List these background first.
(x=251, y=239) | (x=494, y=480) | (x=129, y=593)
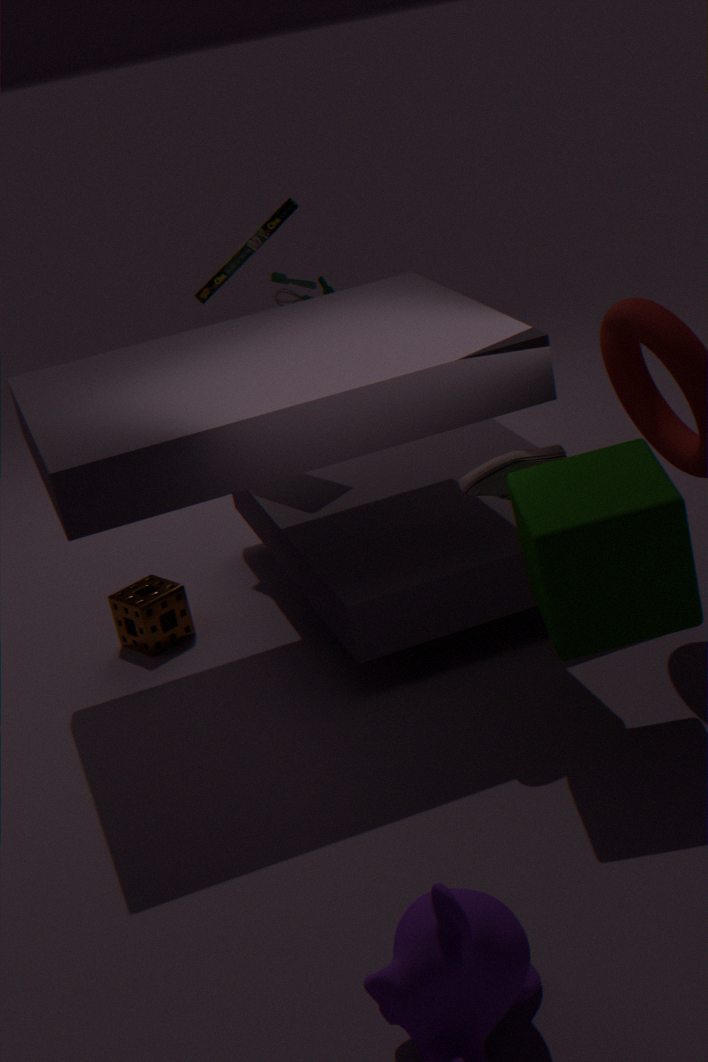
(x=251, y=239), (x=129, y=593), (x=494, y=480)
